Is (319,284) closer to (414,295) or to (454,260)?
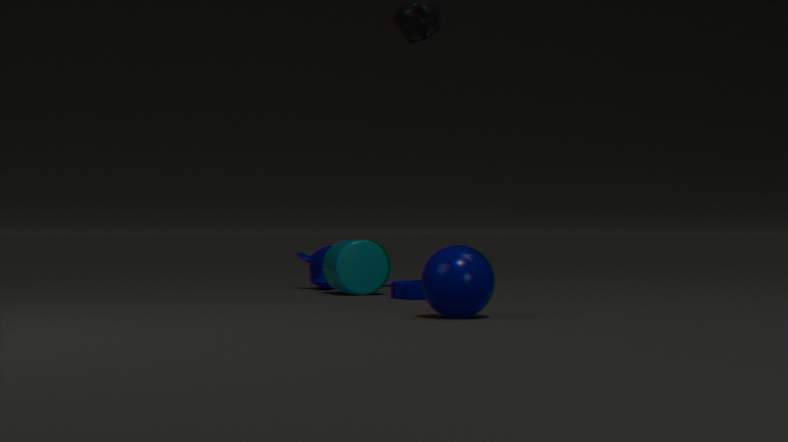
(414,295)
